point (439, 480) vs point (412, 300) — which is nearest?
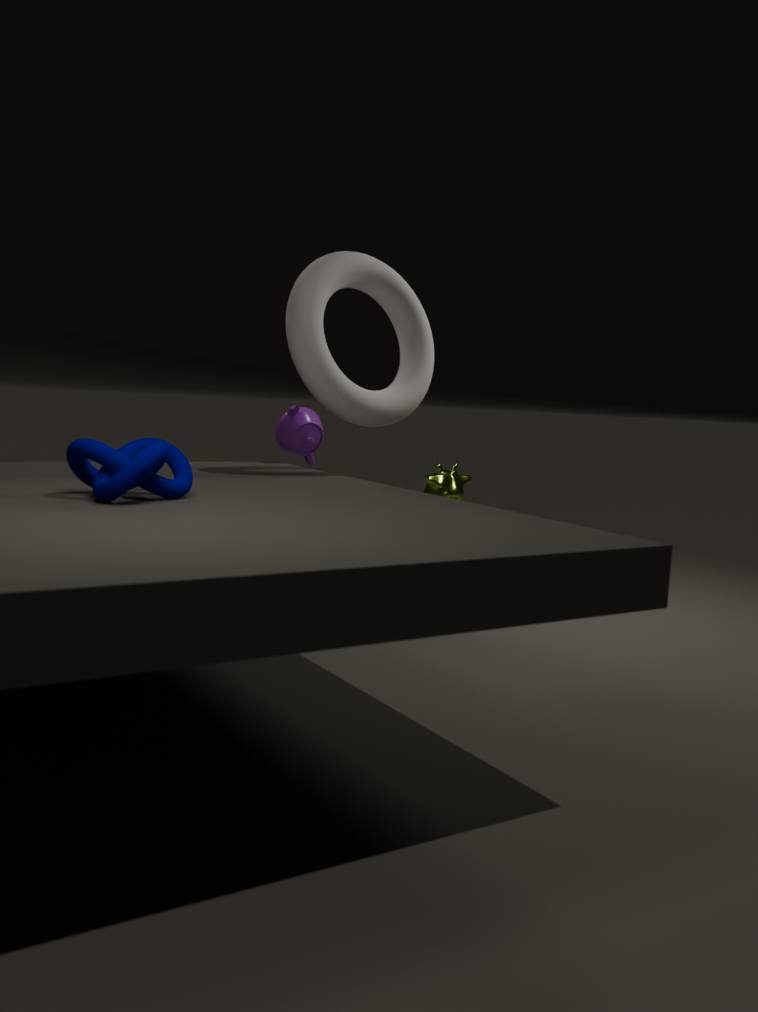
point (412, 300)
